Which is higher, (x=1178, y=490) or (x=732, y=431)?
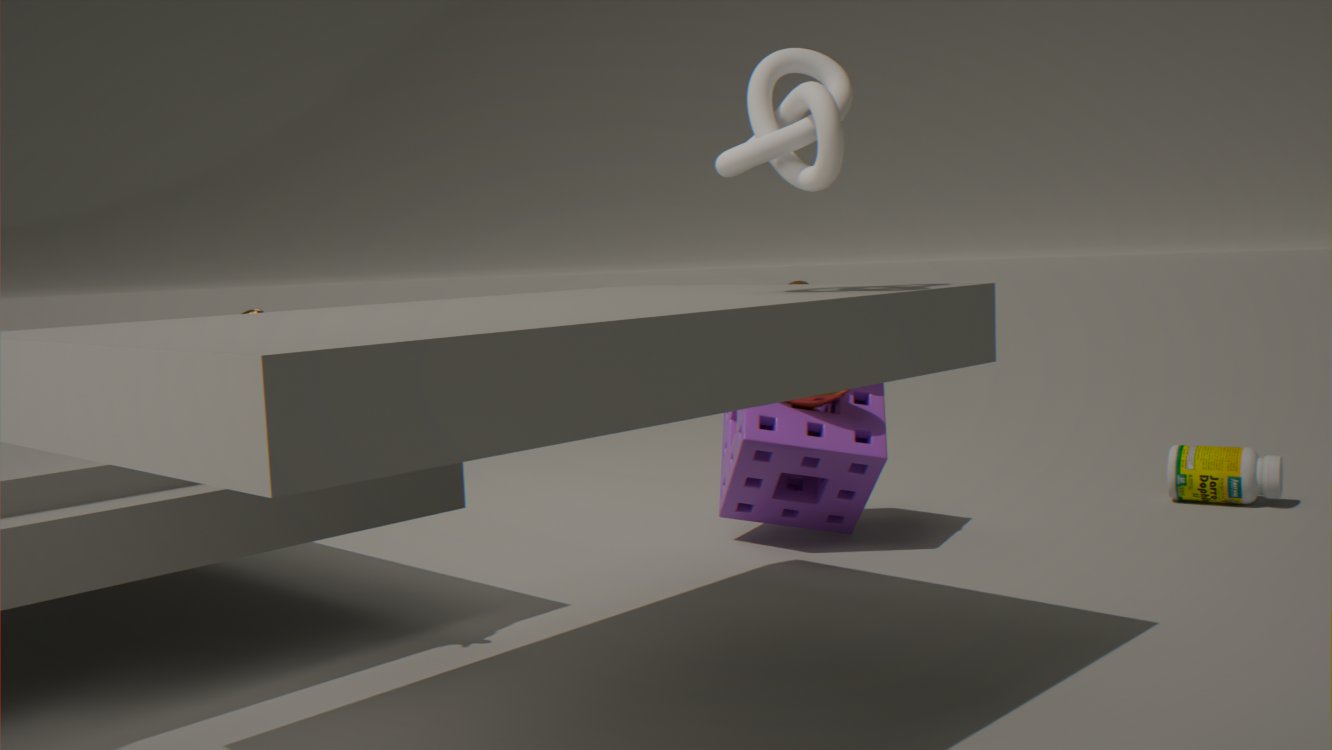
(x=732, y=431)
